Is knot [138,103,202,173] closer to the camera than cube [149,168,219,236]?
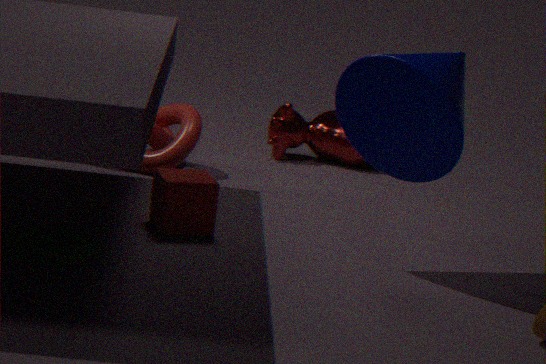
No
